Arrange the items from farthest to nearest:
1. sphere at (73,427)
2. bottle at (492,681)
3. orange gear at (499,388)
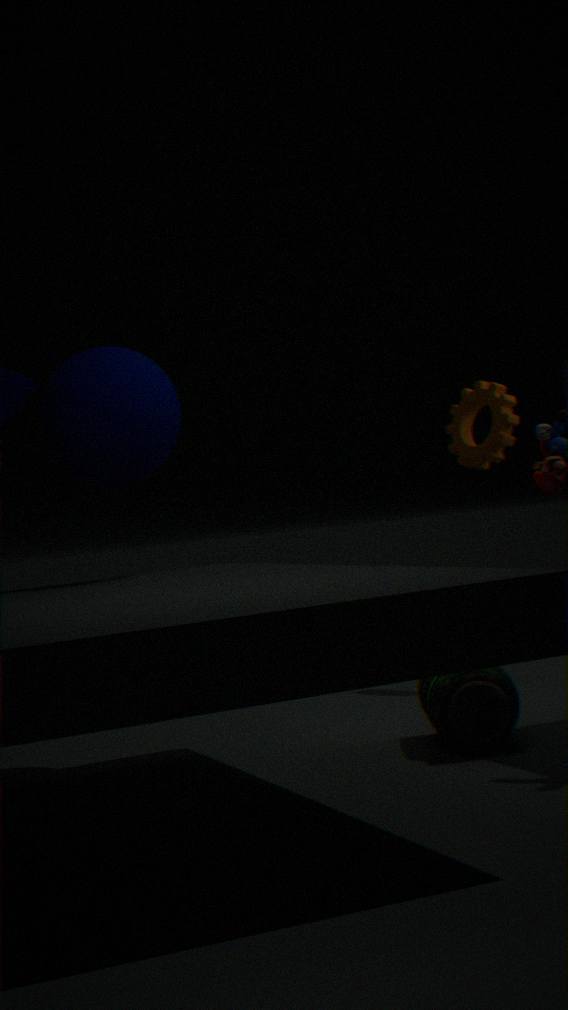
orange gear at (499,388) < sphere at (73,427) < bottle at (492,681)
